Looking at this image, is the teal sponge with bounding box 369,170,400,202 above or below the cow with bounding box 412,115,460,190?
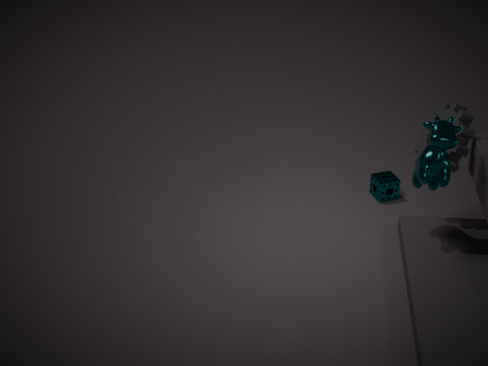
below
